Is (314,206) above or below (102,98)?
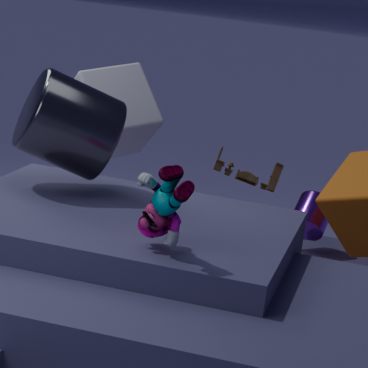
below
